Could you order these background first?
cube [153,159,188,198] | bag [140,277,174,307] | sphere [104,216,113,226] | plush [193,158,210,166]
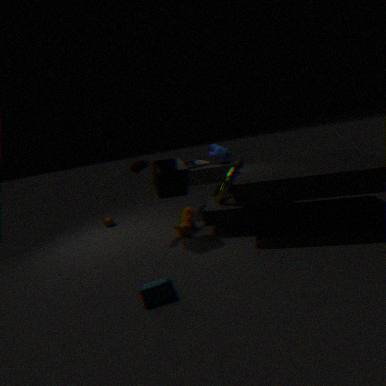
sphere [104,216,113,226] → plush [193,158,210,166] → cube [153,159,188,198] → bag [140,277,174,307]
